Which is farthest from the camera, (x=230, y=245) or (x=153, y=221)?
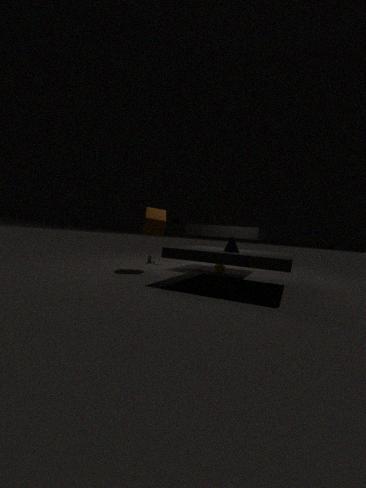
(x=153, y=221)
